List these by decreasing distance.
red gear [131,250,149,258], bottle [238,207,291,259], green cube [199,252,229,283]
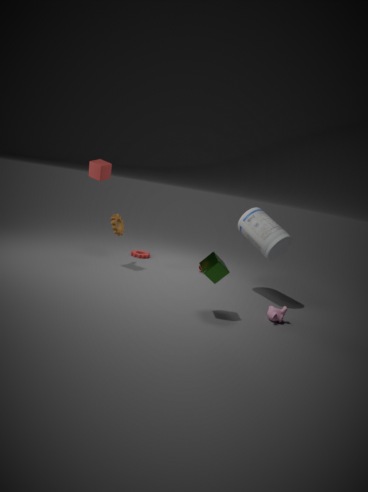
red gear [131,250,149,258] → bottle [238,207,291,259] → green cube [199,252,229,283]
